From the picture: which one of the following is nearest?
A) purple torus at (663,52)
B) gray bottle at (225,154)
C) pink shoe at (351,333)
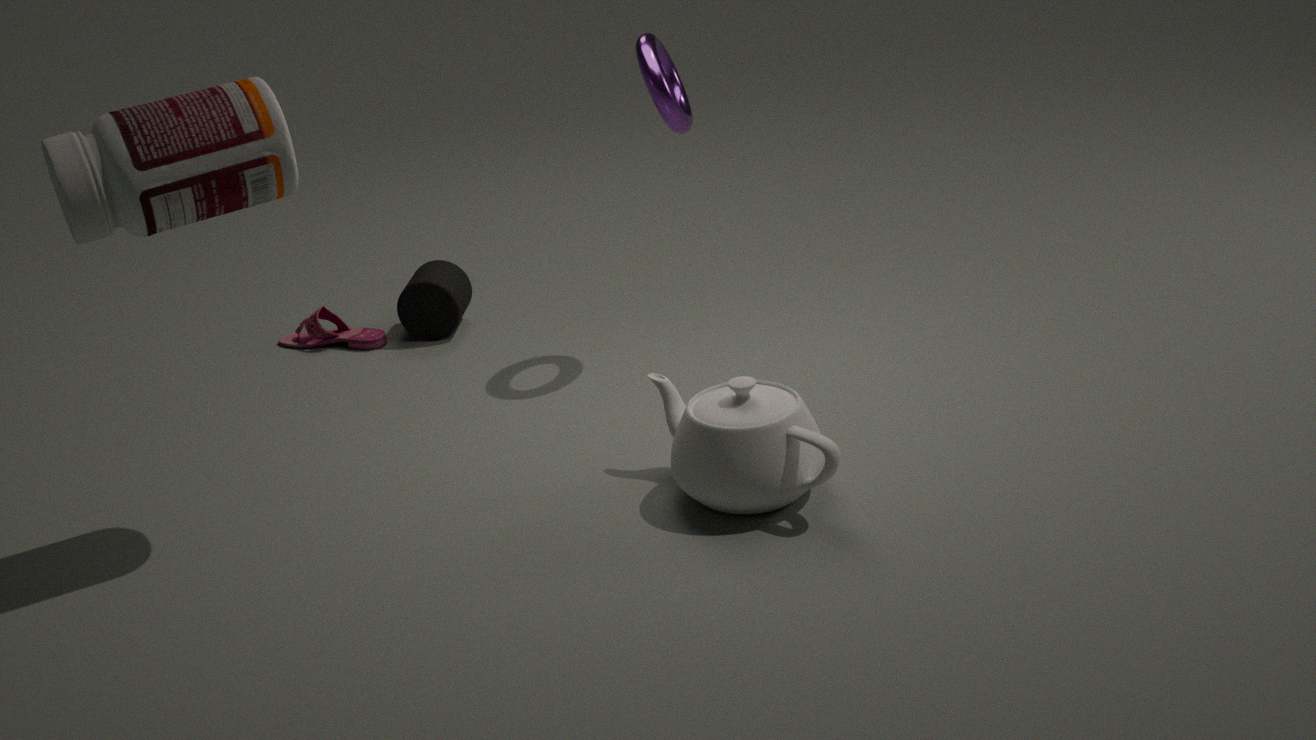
gray bottle at (225,154)
